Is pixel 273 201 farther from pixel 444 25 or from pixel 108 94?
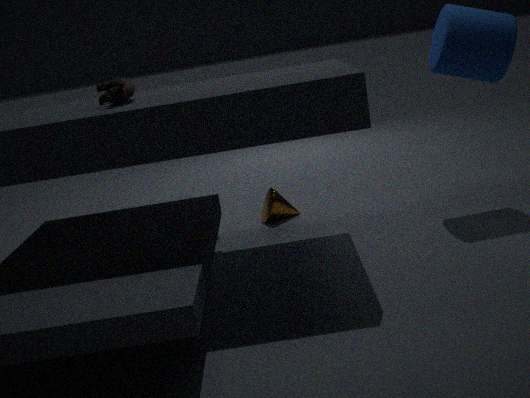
pixel 444 25
